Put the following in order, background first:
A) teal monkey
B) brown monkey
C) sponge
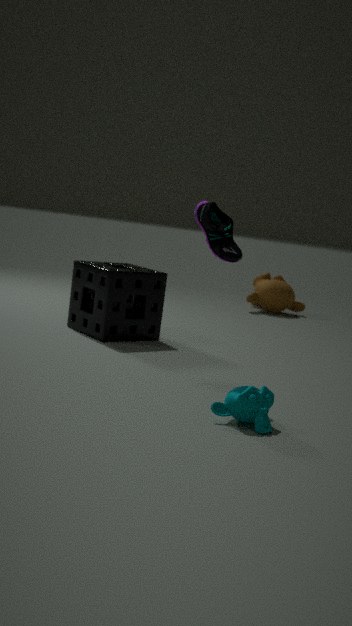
brown monkey → sponge → teal monkey
